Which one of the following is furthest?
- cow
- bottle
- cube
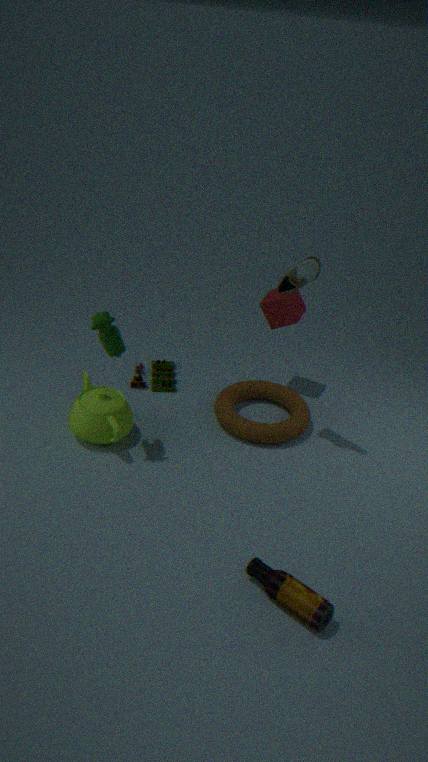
cube
